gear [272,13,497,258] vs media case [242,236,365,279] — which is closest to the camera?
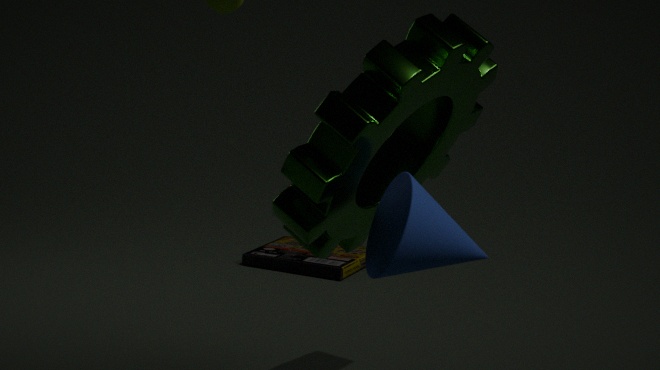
gear [272,13,497,258]
